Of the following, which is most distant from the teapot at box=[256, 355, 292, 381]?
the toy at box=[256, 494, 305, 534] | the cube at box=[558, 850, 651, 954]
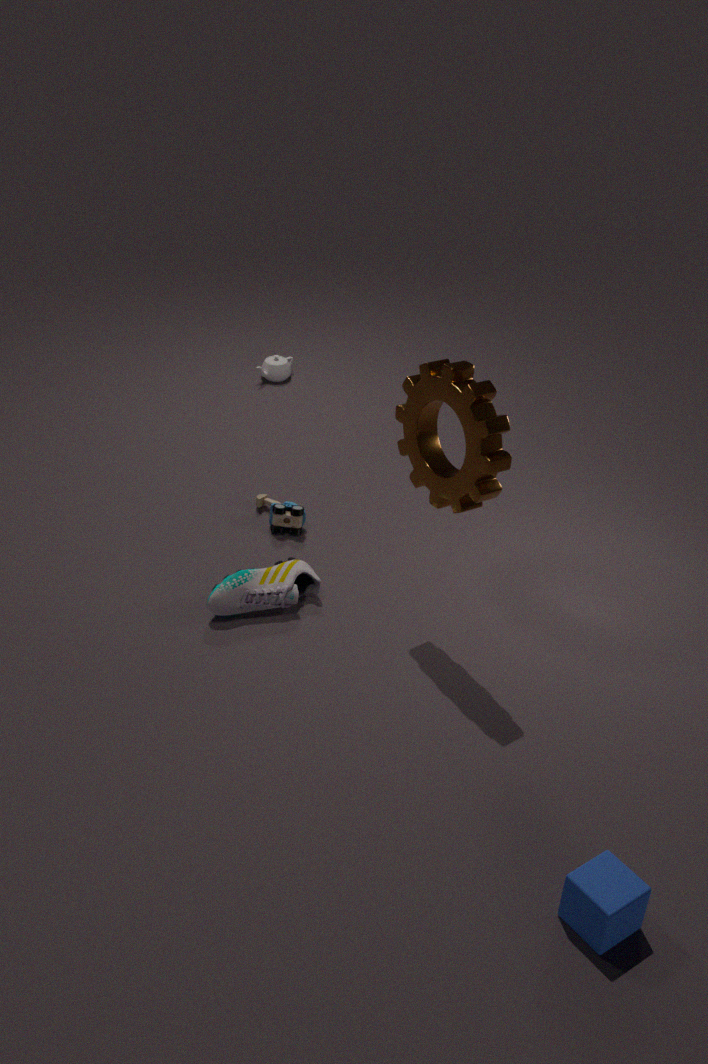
the cube at box=[558, 850, 651, 954]
